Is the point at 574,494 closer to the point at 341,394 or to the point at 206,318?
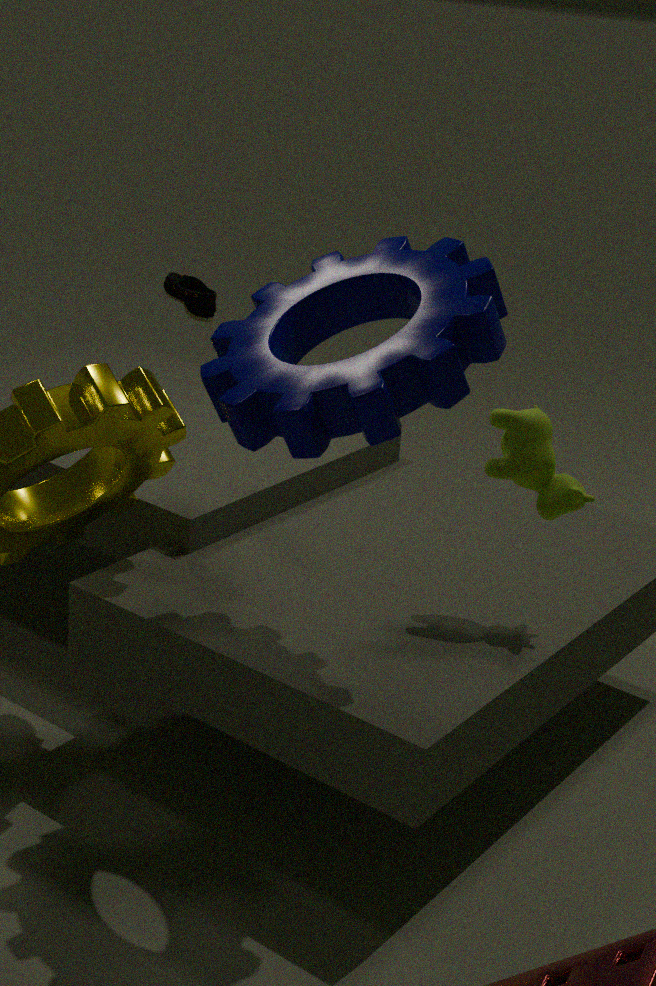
the point at 341,394
